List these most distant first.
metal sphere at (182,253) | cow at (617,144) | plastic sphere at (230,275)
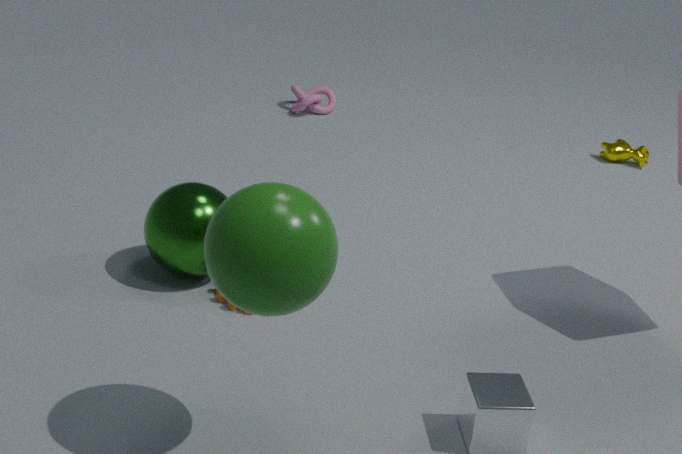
1. cow at (617,144)
2. metal sphere at (182,253)
3. plastic sphere at (230,275)
